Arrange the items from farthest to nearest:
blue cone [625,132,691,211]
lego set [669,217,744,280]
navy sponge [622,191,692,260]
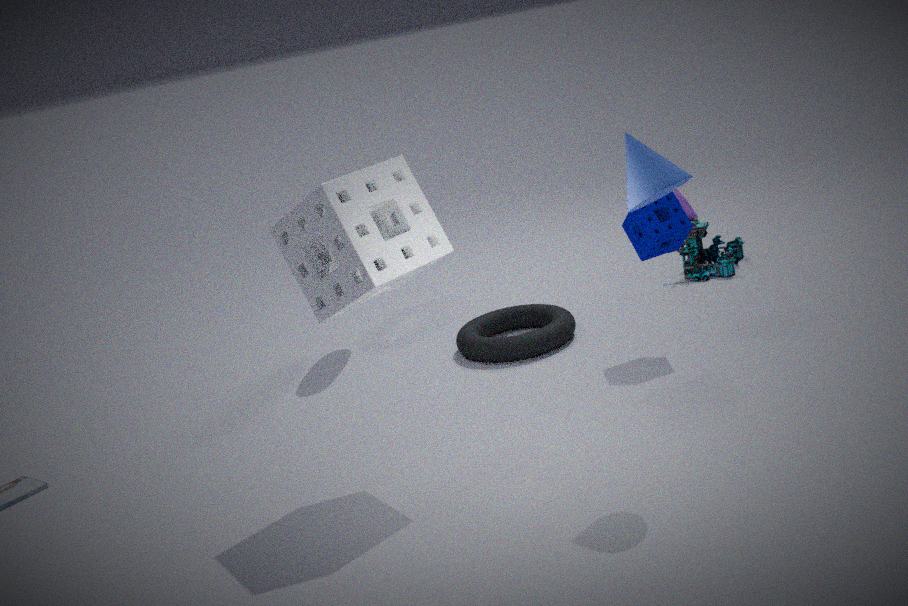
1. lego set [669,217,744,280]
2. navy sponge [622,191,692,260]
3. blue cone [625,132,691,211]
